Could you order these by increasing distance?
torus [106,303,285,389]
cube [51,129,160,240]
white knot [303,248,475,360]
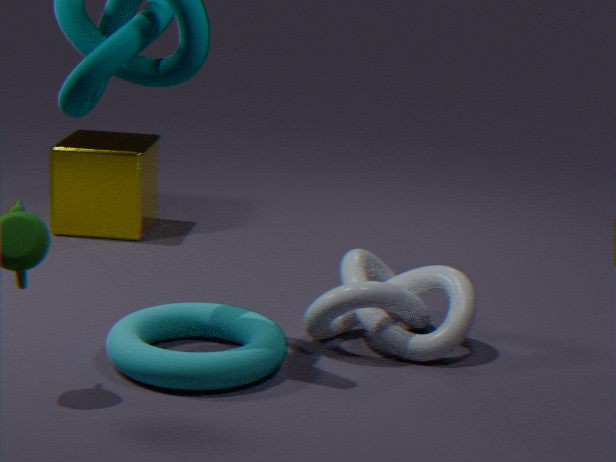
torus [106,303,285,389], white knot [303,248,475,360], cube [51,129,160,240]
